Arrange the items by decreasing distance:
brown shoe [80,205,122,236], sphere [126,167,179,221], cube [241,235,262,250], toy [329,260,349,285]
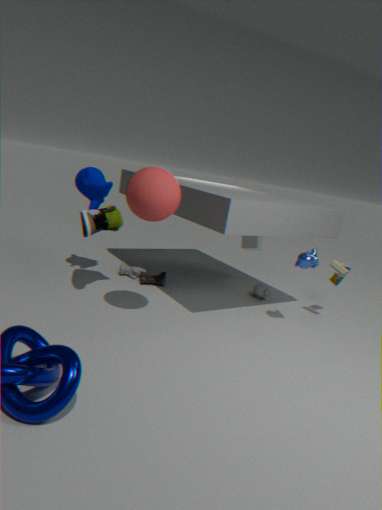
cube [241,235,262,250], toy [329,260,349,285], brown shoe [80,205,122,236], sphere [126,167,179,221]
